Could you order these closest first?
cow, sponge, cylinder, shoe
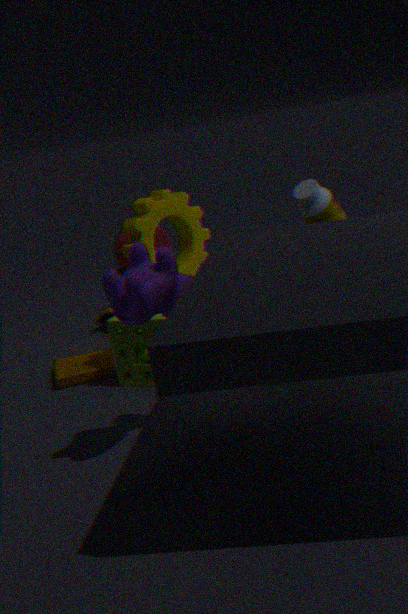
cow, sponge, shoe, cylinder
